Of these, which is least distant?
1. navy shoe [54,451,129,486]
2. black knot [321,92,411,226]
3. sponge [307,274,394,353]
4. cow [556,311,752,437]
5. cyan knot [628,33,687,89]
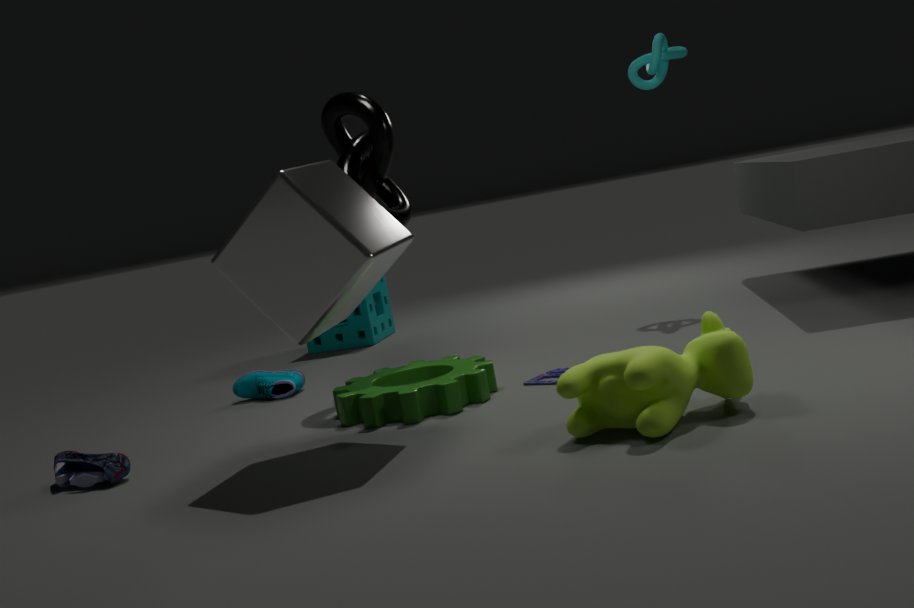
cow [556,311,752,437]
